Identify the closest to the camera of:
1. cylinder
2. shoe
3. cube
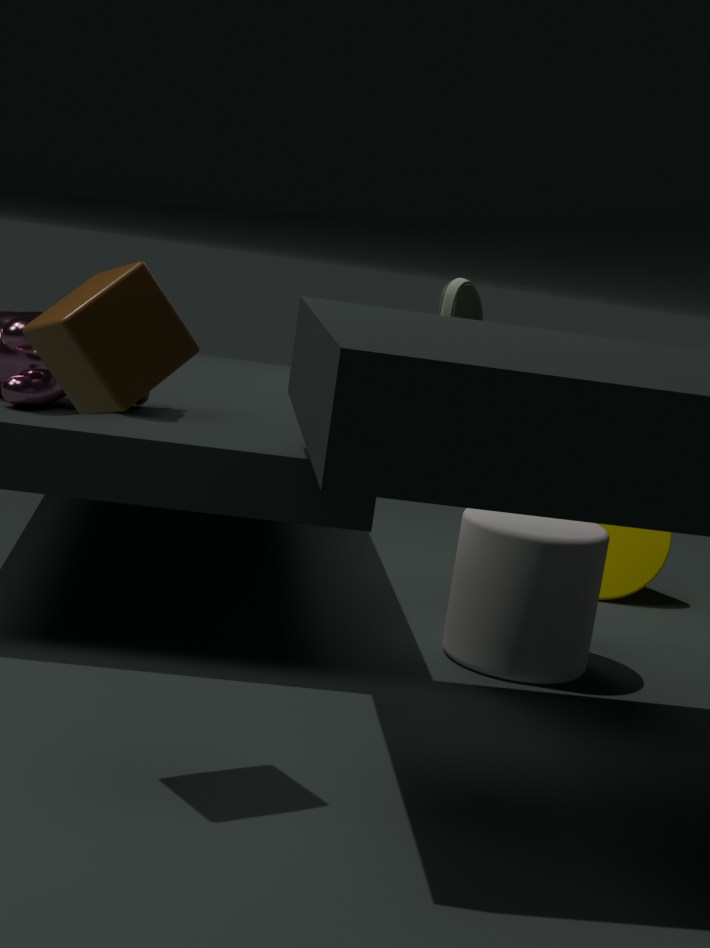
cube
